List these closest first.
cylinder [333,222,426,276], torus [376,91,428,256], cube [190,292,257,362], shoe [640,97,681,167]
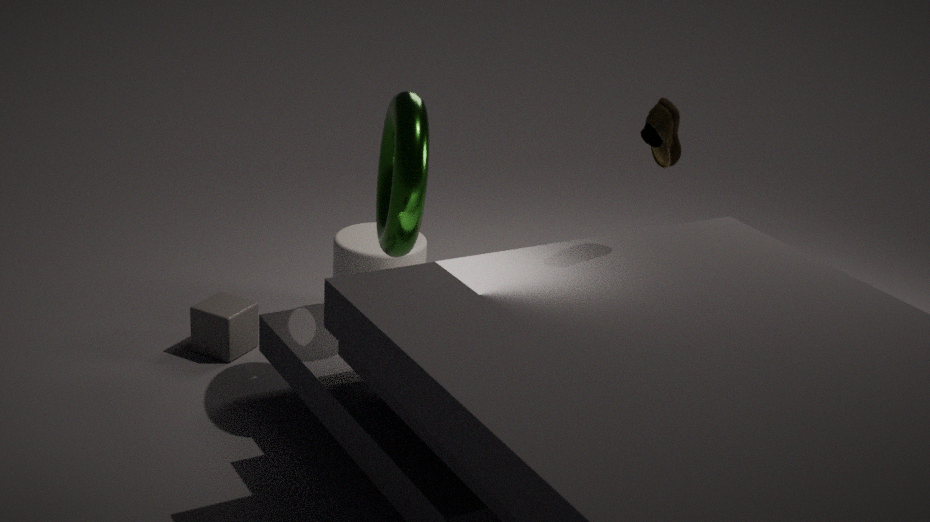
shoe [640,97,681,167] → torus [376,91,428,256] → cube [190,292,257,362] → cylinder [333,222,426,276]
